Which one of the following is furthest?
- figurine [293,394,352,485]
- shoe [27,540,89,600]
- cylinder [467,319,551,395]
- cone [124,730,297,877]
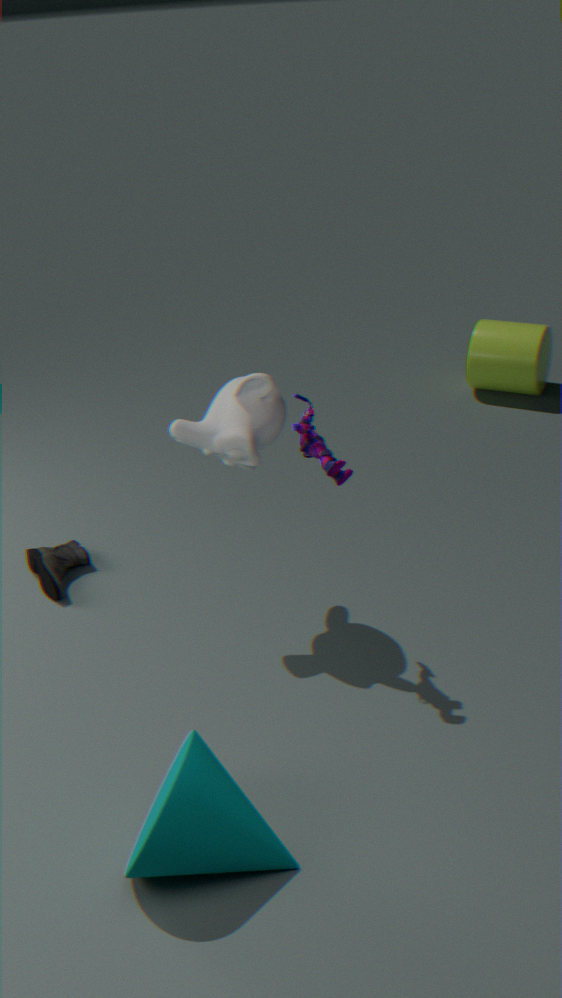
cylinder [467,319,551,395]
